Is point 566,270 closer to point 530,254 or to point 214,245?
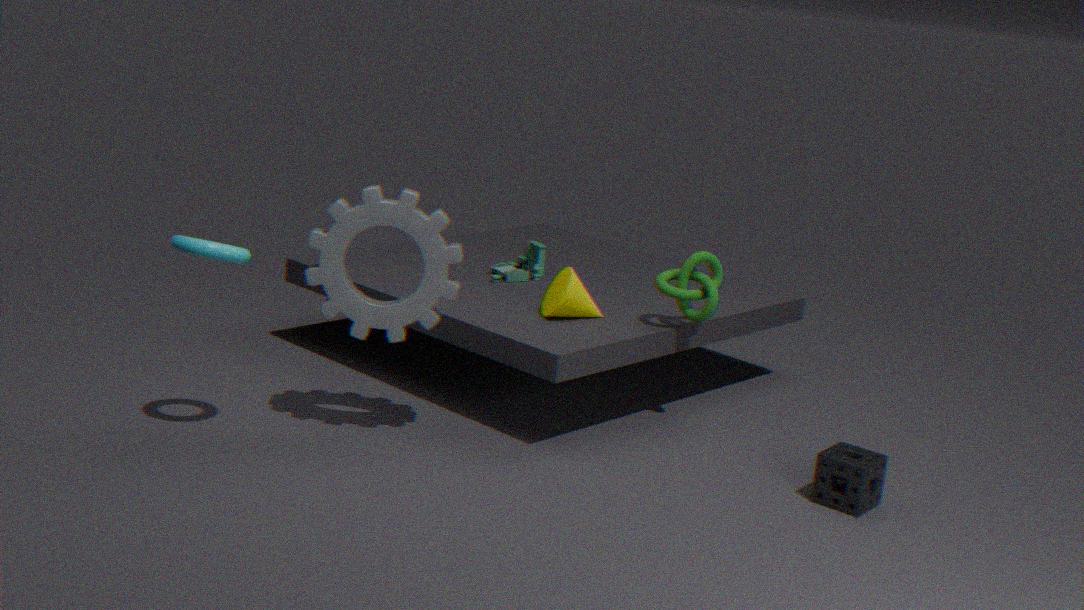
point 530,254
